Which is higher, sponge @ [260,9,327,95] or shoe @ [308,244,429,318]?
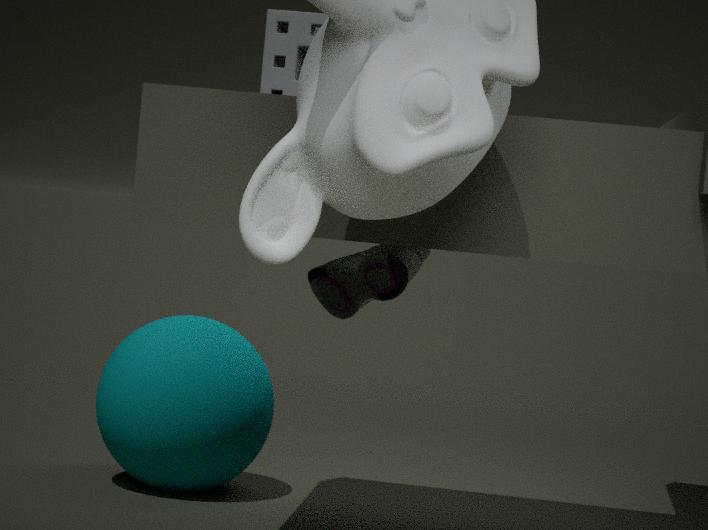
sponge @ [260,9,327,95]
